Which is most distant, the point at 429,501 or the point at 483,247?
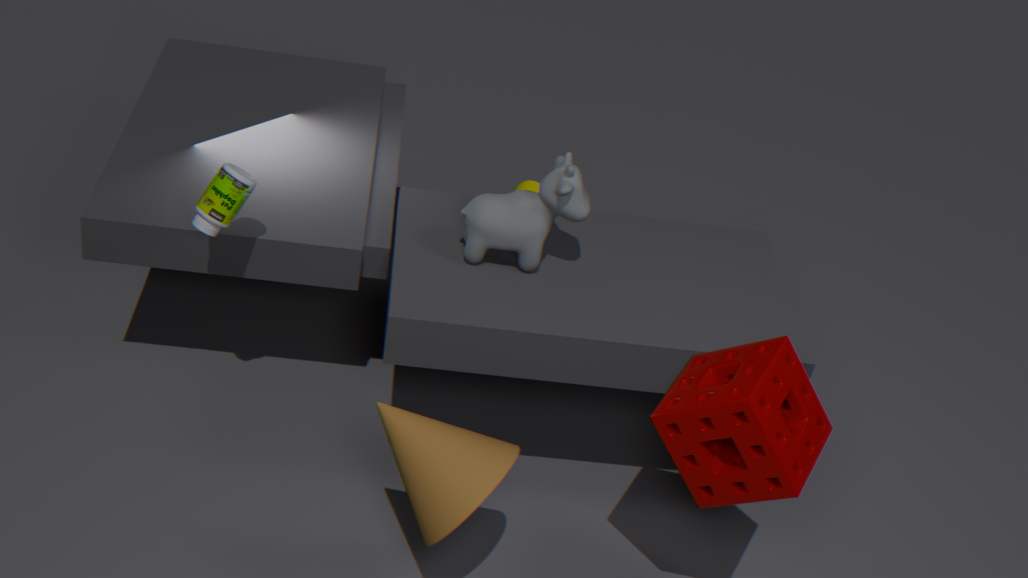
the point at 483,247
